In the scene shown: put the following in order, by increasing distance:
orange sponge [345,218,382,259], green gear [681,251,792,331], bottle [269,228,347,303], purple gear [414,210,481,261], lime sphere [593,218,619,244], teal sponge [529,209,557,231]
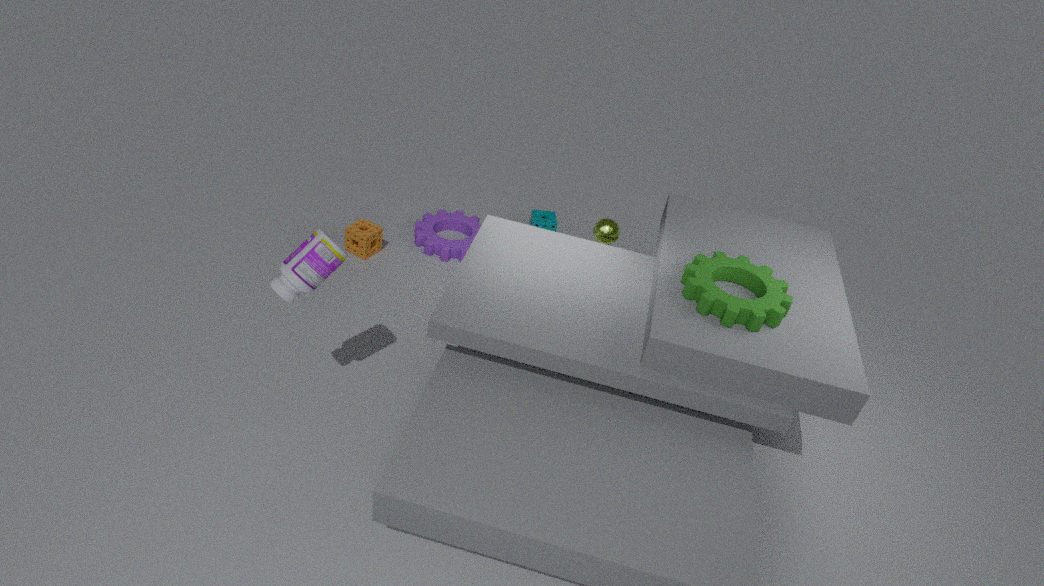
bottle [269,228,347,303] < green gear [681,251,792,331] < lime sphere [593,218,619,244] < orange sponge [345,218,382,259] < purple gear [414,210,481,261] < teal sponge [529,209,557,231]
